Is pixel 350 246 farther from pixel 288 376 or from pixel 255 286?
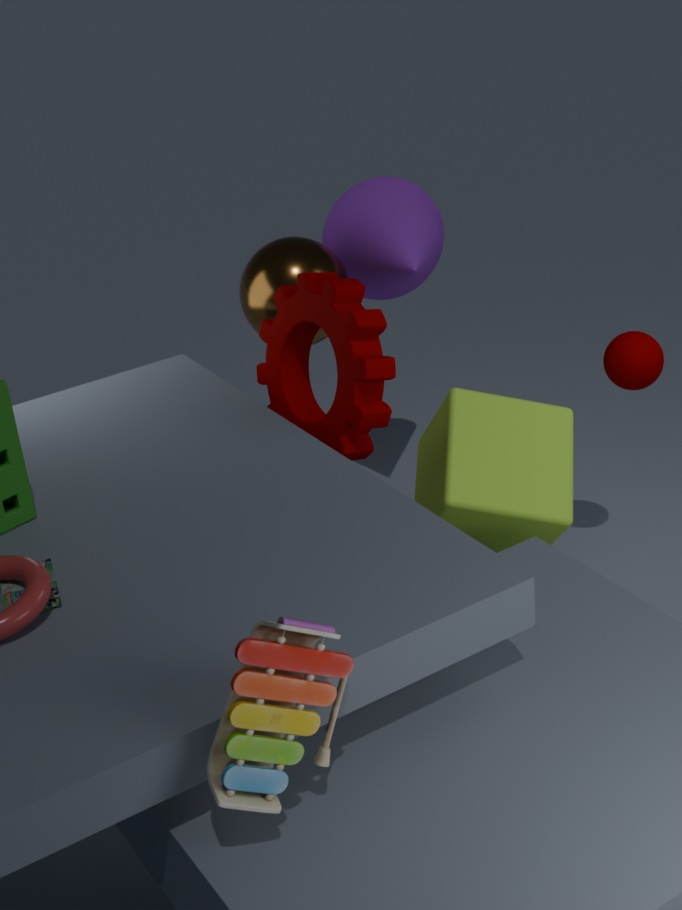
pixel 288 376
